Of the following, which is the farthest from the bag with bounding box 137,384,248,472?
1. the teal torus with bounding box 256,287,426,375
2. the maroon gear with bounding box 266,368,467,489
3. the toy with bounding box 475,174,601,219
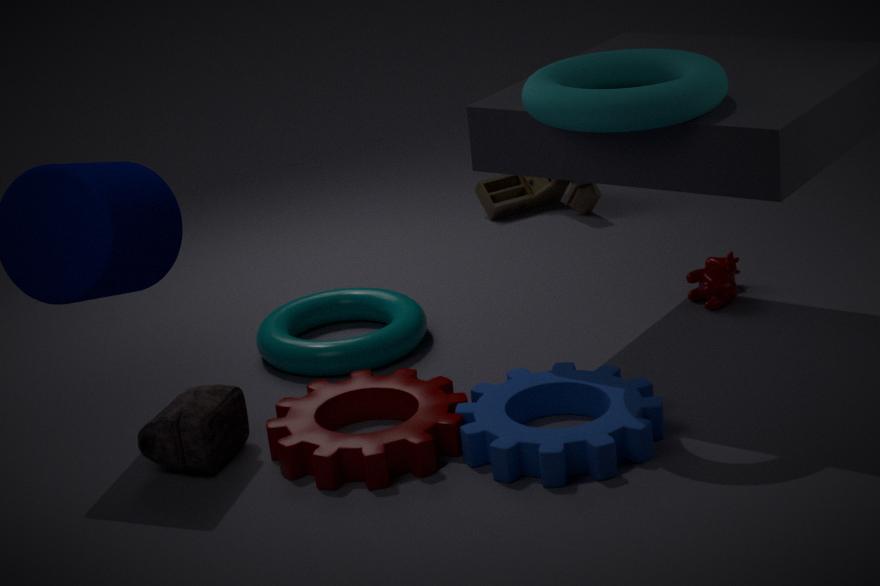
the toy with bounding box 475,174,601,219
